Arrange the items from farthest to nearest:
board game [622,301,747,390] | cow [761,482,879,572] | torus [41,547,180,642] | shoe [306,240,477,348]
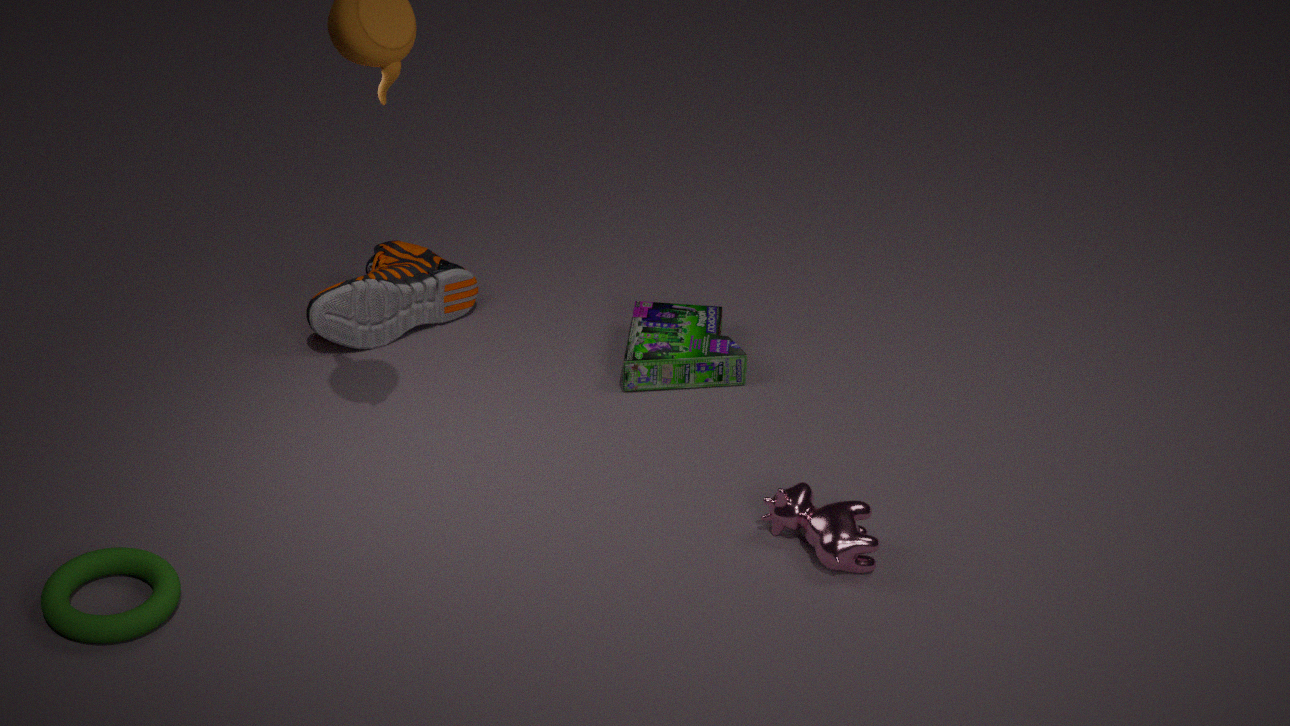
shoe [306,240,477,348], board game [622,301,747,390], cow [761,482,879,572], torus [41,547,180,642]
